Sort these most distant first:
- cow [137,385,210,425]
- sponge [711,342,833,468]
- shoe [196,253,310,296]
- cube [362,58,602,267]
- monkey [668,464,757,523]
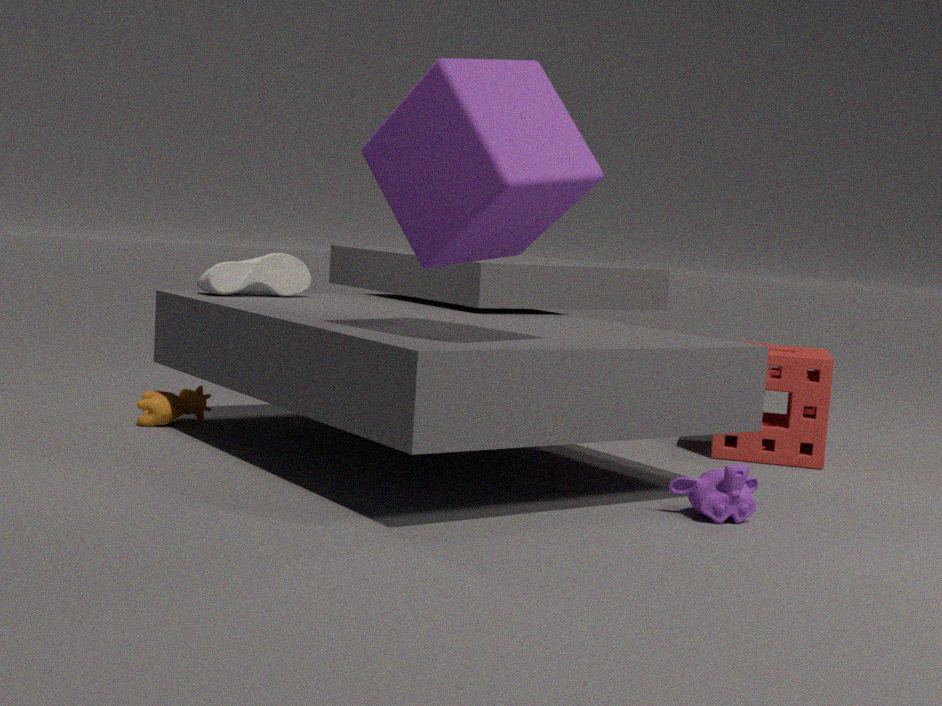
cow [137,385,210,425] < sponge [711,342,833,468] < shoe [196,253,310,296] < monkey [668,464,757,523] < cube [362,58,602,267]
